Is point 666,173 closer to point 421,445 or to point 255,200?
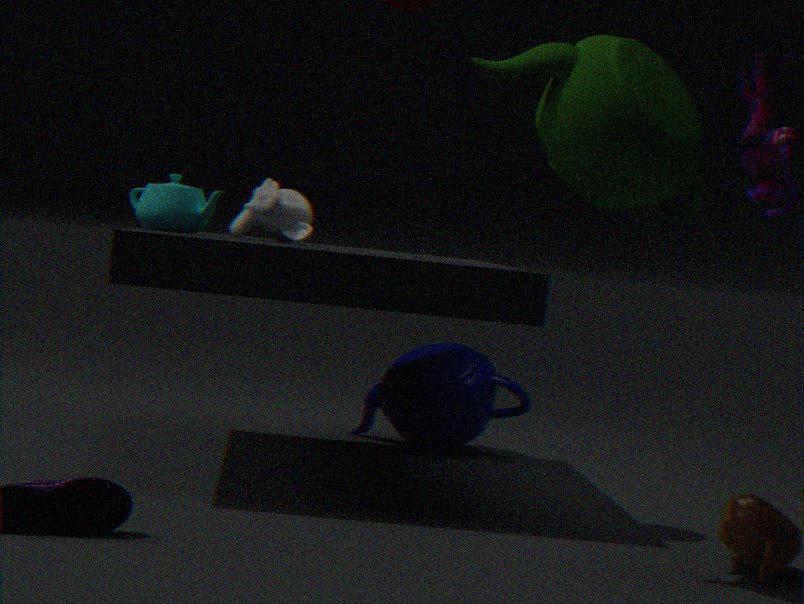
Answer: point 255,200
